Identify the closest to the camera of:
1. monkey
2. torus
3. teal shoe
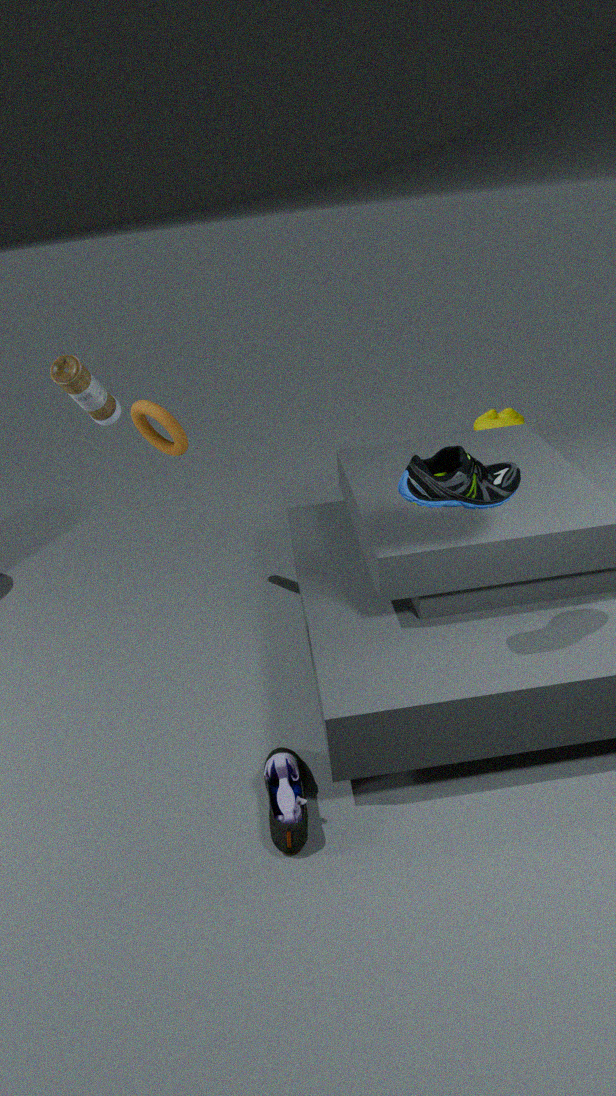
teal shoe
